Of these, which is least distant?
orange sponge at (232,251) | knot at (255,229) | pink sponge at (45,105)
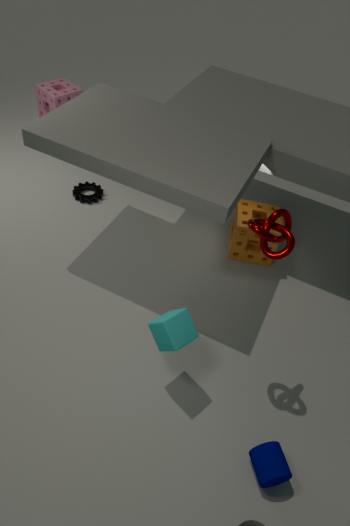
knot at (255,229)
